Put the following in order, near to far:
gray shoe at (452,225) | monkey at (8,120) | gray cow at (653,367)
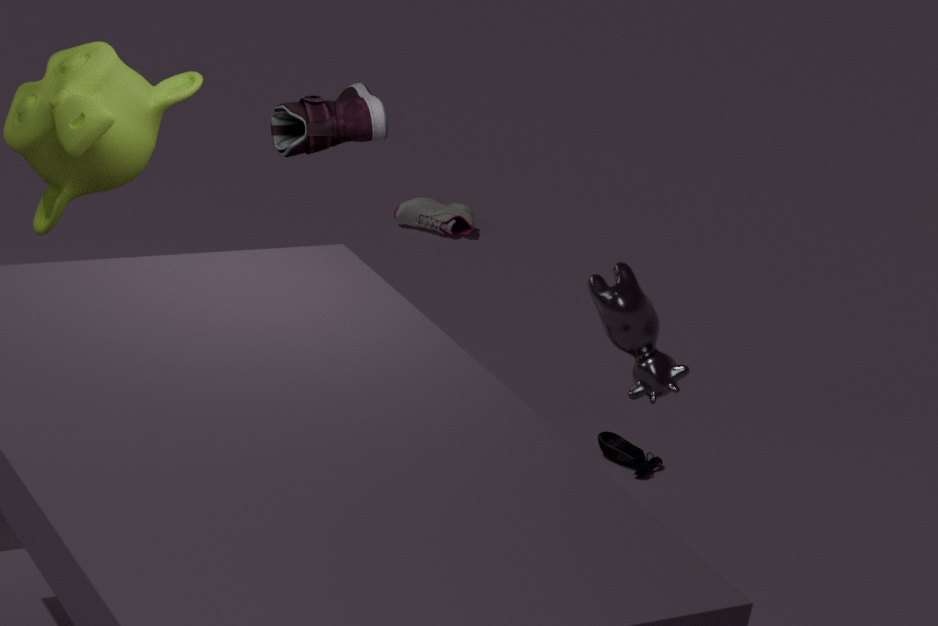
gray cow at (653,367) → monkey at (8,120) → gray shoe at (452,225)
